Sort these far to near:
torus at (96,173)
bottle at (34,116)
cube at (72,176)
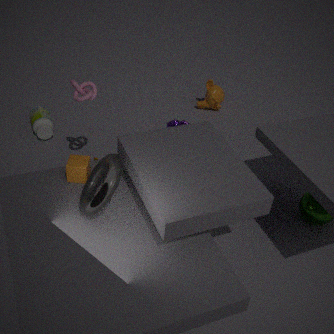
bottle at (34,116) < cube at (72,176) < torus at (96,173)
